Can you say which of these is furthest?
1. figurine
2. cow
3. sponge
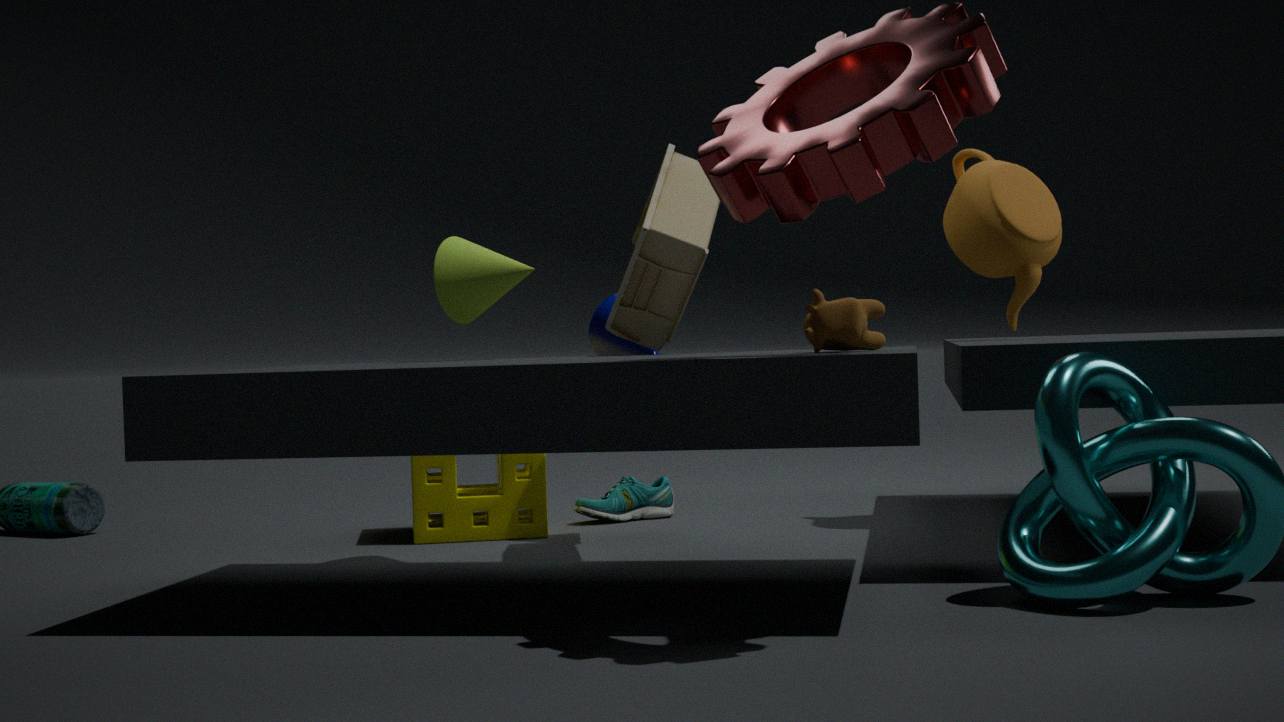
sponge
